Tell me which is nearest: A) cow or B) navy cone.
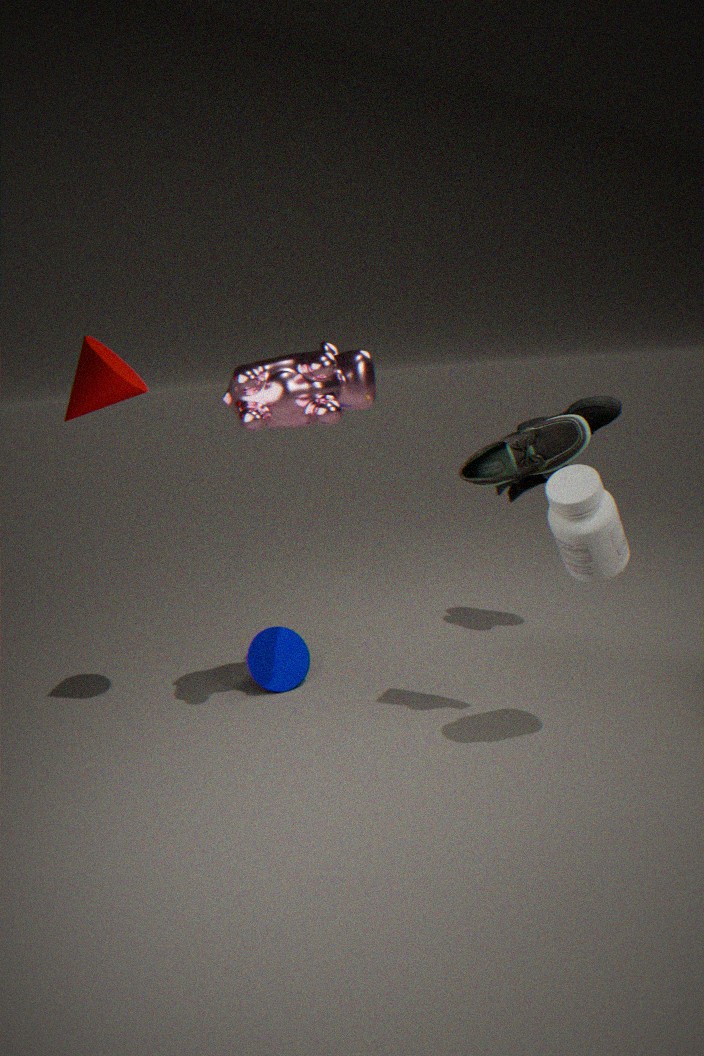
A. cow
